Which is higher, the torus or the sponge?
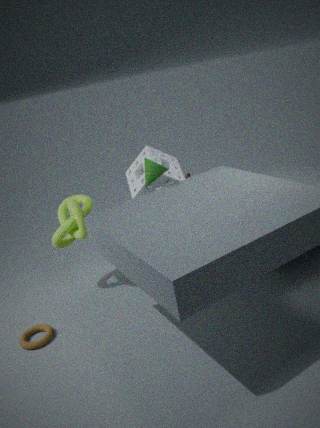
the sponge
